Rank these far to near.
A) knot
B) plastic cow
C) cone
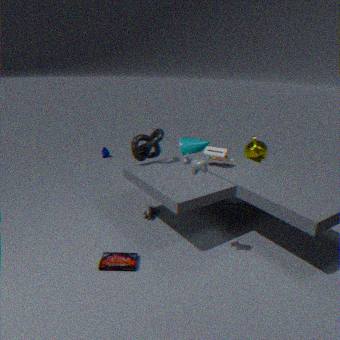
cone, knot, plastic cow
